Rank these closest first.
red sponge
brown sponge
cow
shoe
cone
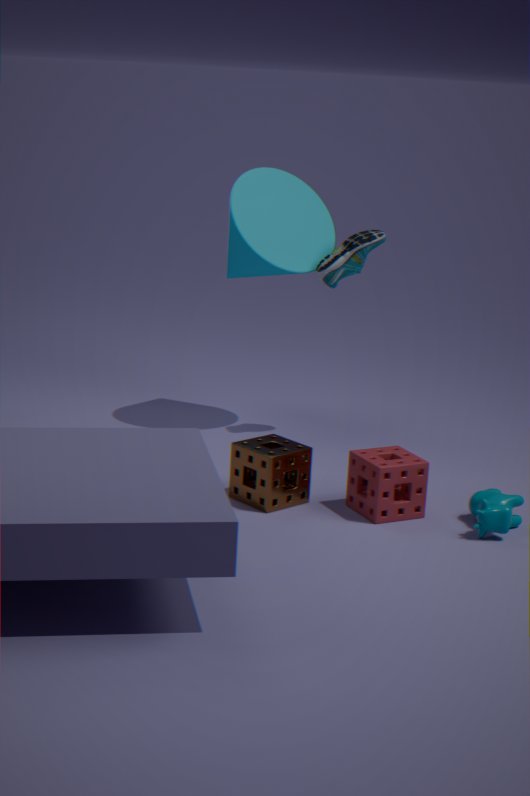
1. cow
2. red sponge
3. brown sponge
4. shoe
5. cone
